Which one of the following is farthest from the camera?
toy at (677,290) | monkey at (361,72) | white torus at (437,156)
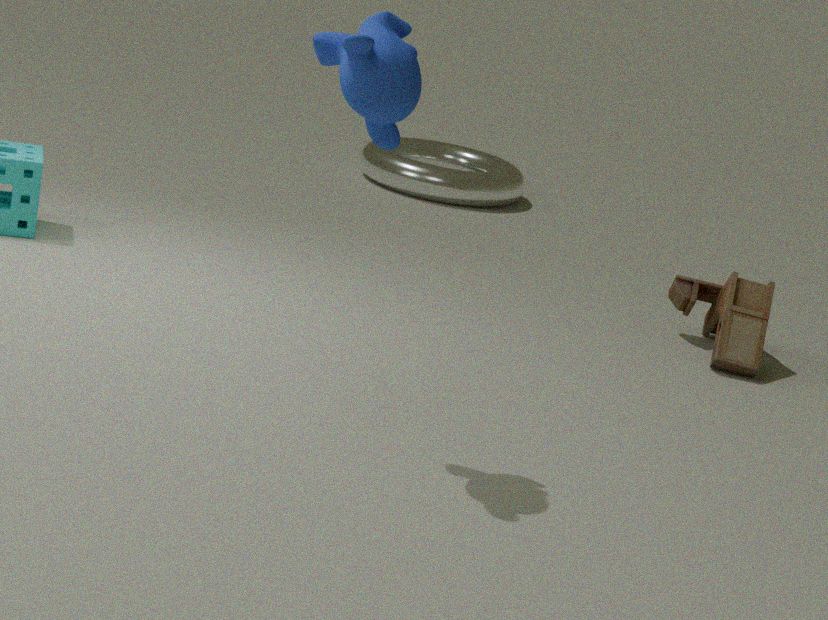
white torus at (437,156)
